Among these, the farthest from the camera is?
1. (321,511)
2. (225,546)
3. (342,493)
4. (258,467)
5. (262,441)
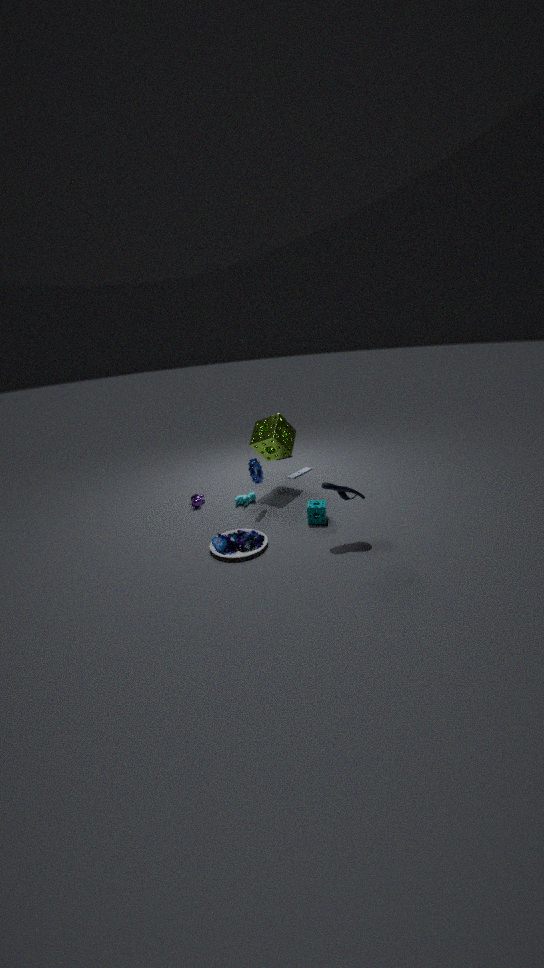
(262,441)
